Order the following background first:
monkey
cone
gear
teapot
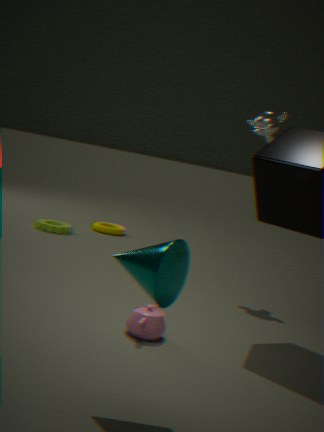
gear, monkey, teapot, cone
